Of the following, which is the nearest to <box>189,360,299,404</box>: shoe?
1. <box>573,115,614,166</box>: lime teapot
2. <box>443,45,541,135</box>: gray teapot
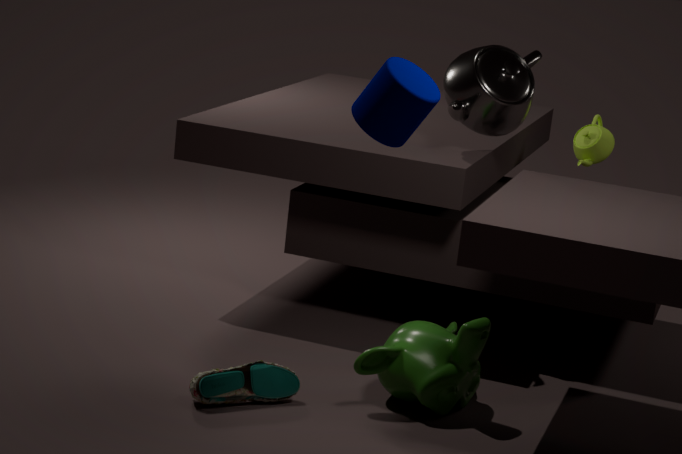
<box>443,45,541,135</box>: gray teapot
